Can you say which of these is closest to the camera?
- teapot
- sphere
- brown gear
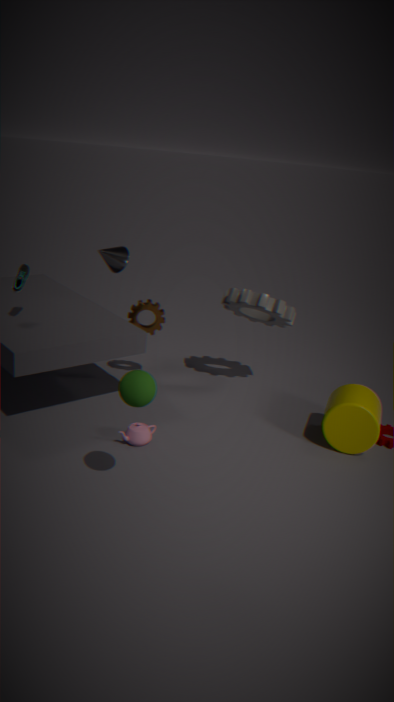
sphere
